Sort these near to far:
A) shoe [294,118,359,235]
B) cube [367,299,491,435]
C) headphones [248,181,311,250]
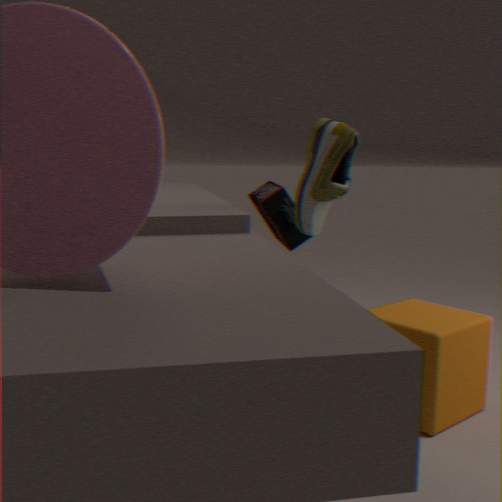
1. shoe [294,118,359,235]
2. cube [367,299,491,435]
3. headphones [248,181,311,250]
